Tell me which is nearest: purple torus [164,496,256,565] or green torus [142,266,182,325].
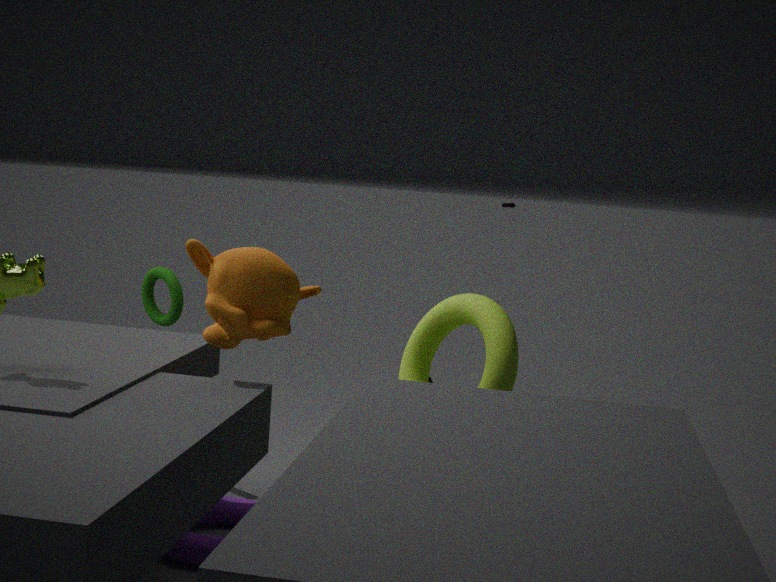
purple torus [164,496,256,565]
